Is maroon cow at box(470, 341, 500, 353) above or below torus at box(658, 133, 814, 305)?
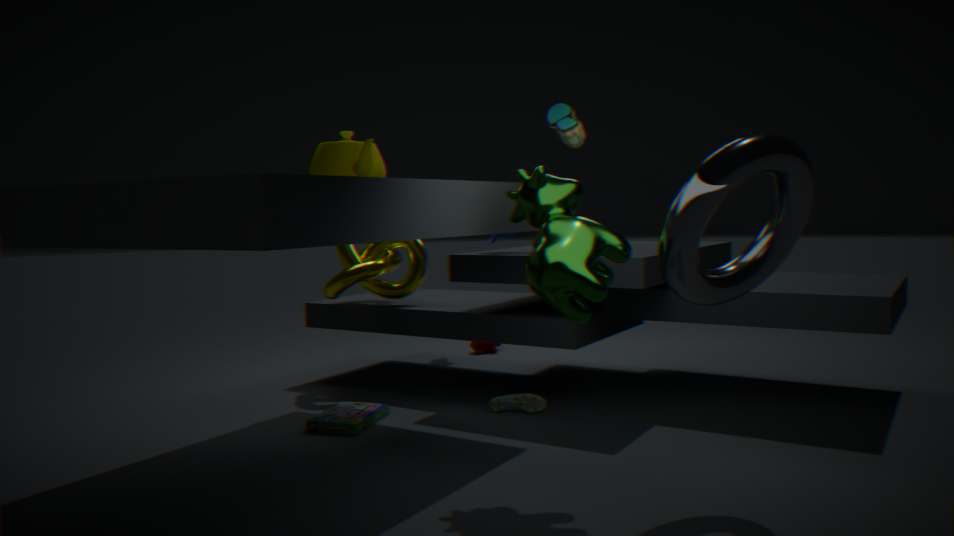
below
